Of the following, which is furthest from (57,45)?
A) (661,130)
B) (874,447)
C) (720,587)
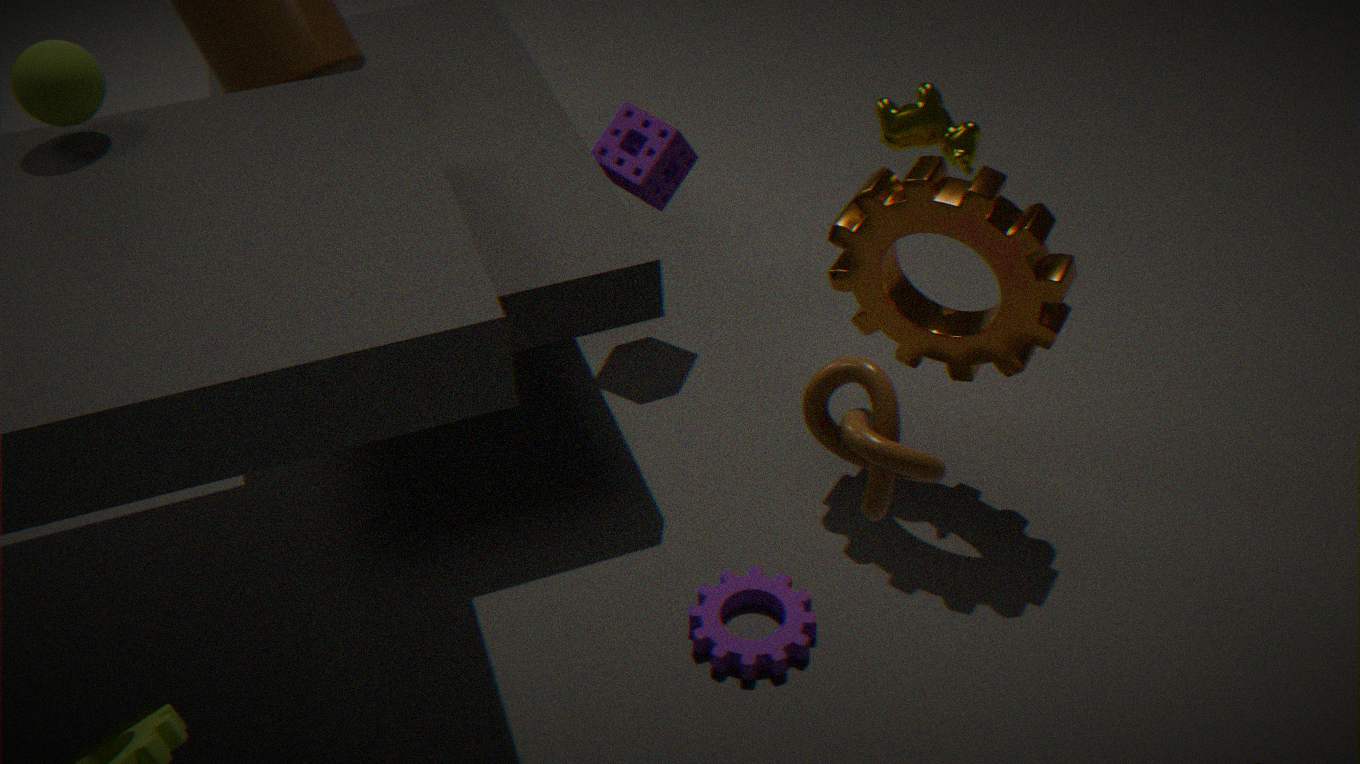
(874,447)
